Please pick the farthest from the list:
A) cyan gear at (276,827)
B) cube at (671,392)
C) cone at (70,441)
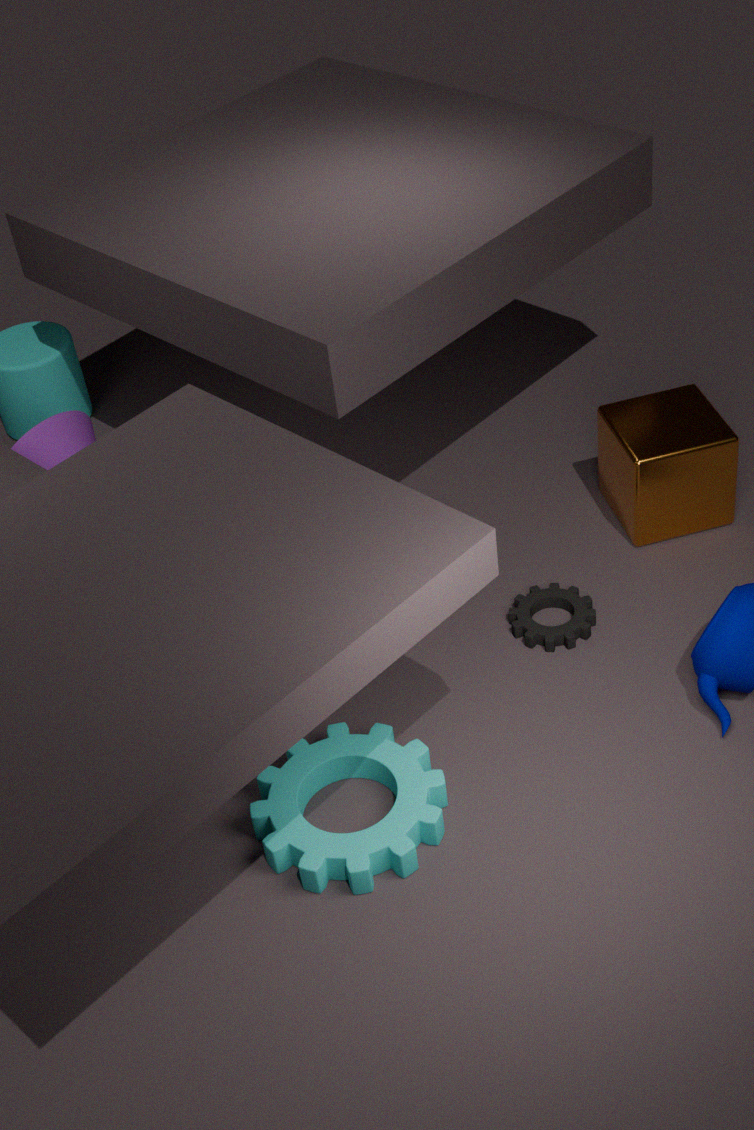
cone at (70,441)
